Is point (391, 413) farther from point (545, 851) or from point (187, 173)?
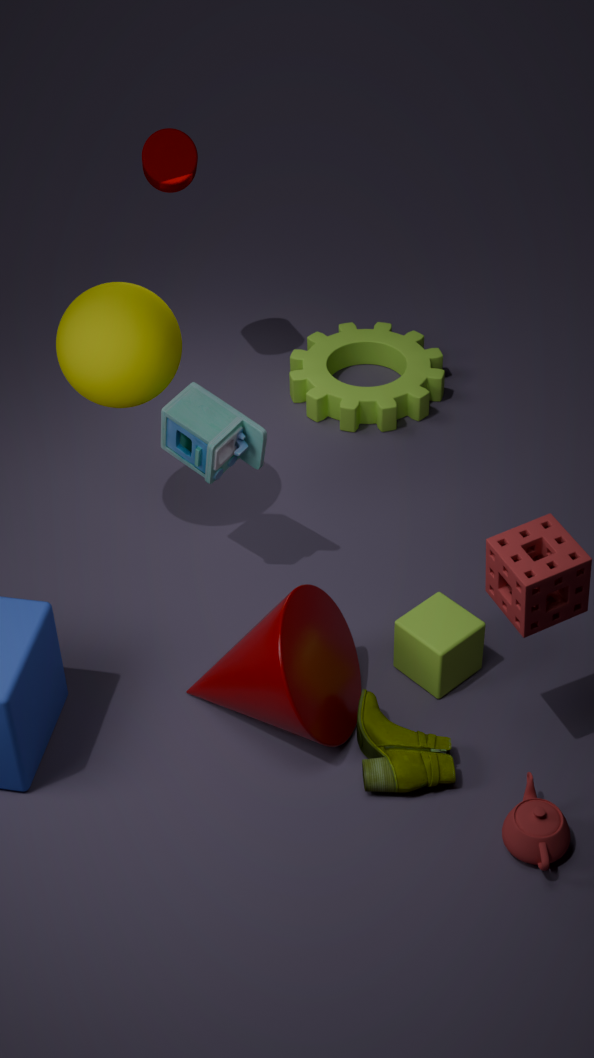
point (545, 851)
